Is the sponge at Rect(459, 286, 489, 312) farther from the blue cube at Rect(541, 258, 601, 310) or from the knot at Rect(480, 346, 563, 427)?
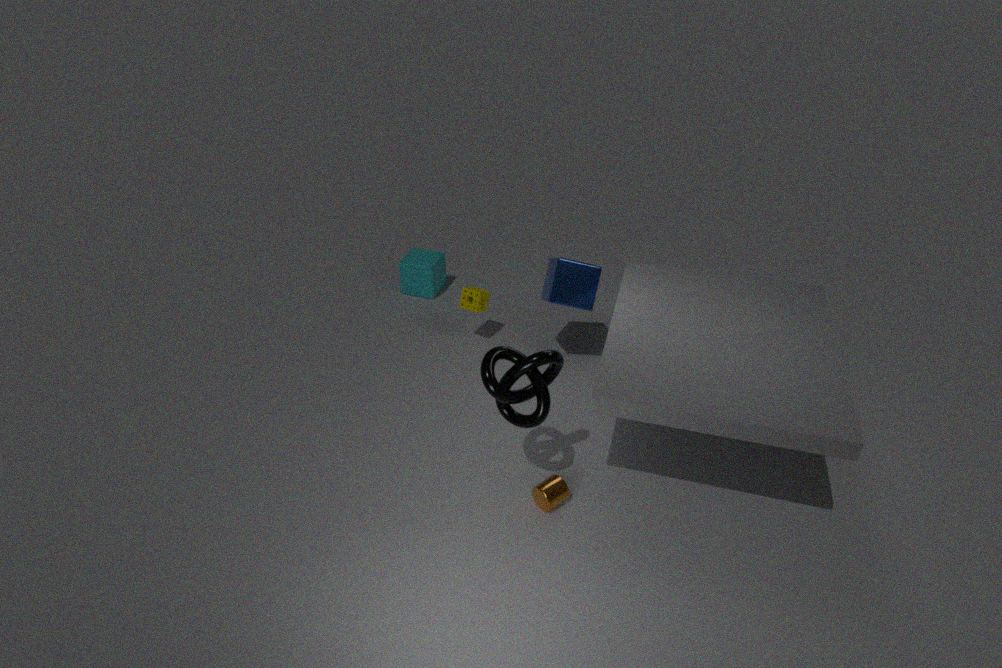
the knot at Rect(480, 346, 563, 427)
